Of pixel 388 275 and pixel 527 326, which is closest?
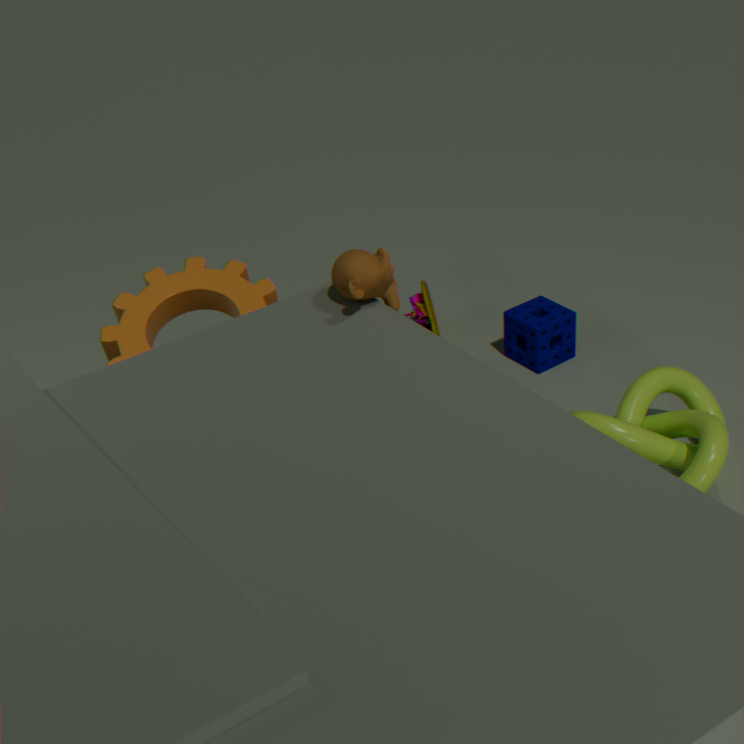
pixel 388 275
